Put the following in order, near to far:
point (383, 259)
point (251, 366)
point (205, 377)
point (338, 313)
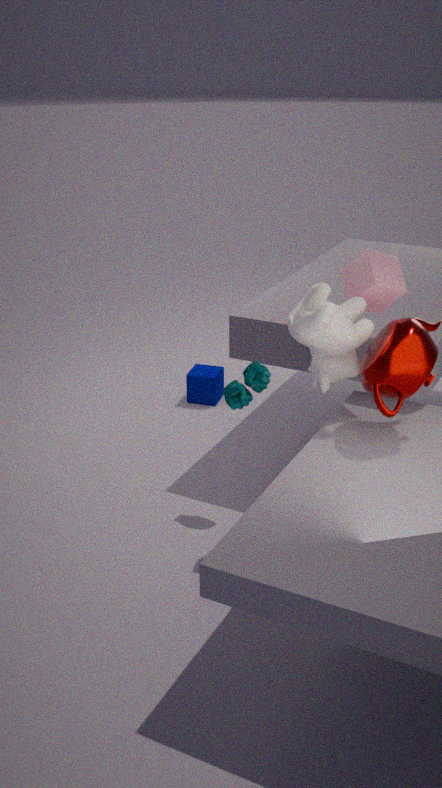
point (338, 313) → point (383, 259) → point (251, 366) → point (205, 377)
